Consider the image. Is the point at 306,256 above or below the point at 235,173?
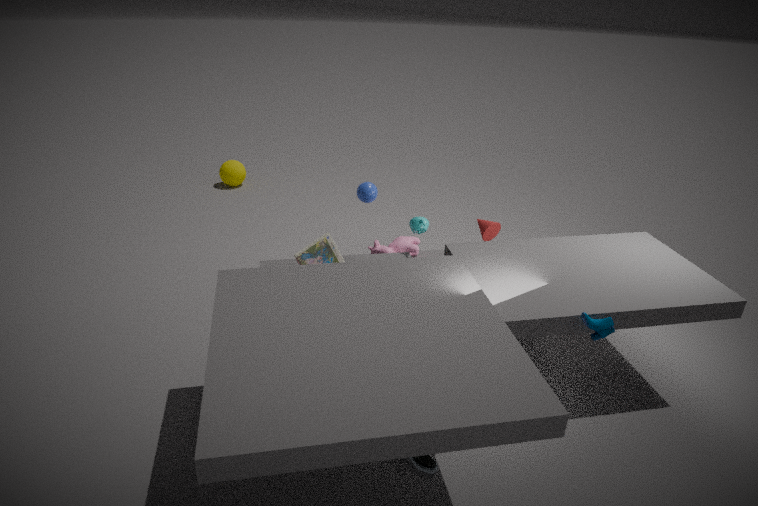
above
